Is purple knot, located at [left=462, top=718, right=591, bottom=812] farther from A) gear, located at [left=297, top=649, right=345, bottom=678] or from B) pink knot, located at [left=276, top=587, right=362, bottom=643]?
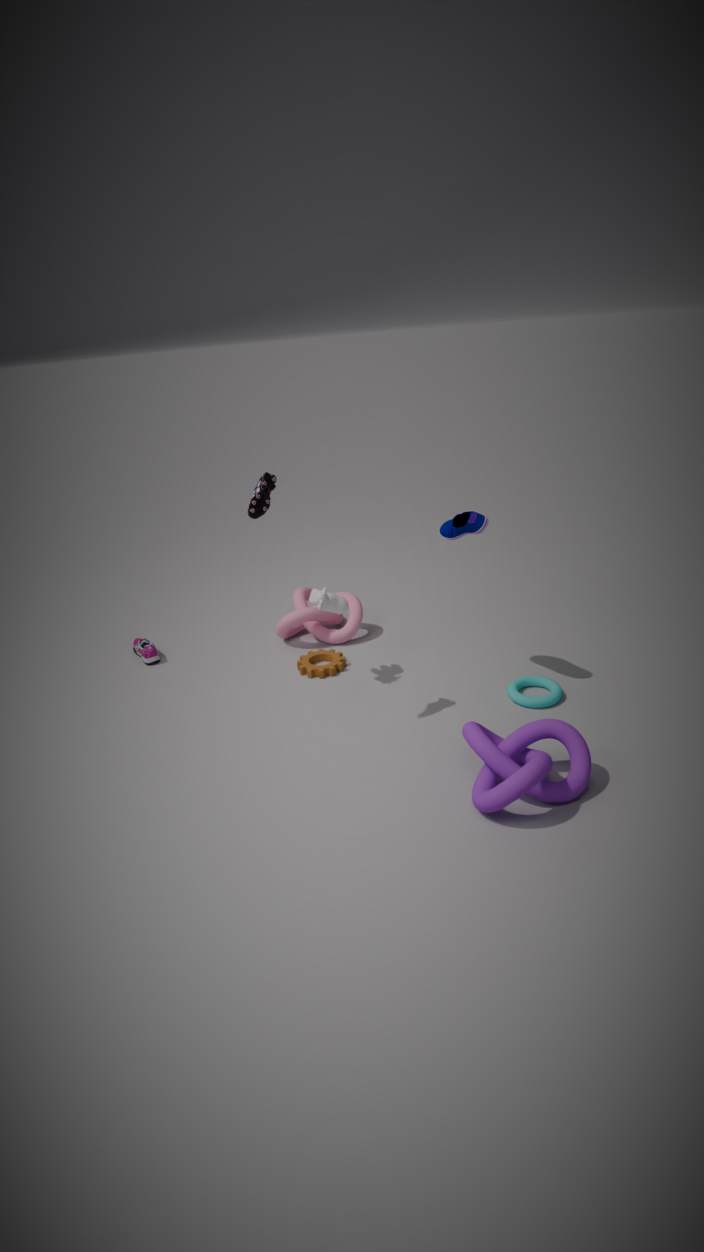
B) pink knot, located at [left=276, top=587, right=362, bottom=643]
